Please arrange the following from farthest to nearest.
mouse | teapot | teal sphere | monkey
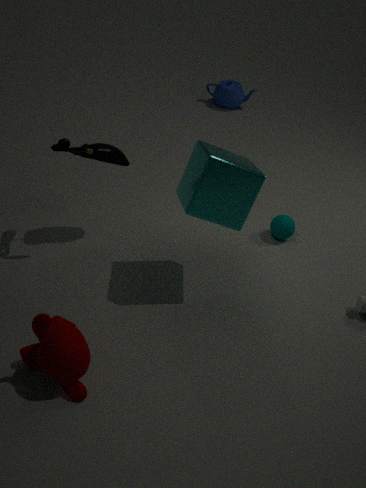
teapot
teal sphere
mouse
monkey
